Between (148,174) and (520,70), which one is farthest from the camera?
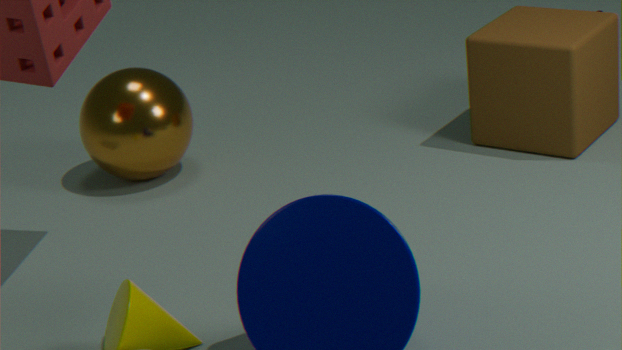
(148,174)
